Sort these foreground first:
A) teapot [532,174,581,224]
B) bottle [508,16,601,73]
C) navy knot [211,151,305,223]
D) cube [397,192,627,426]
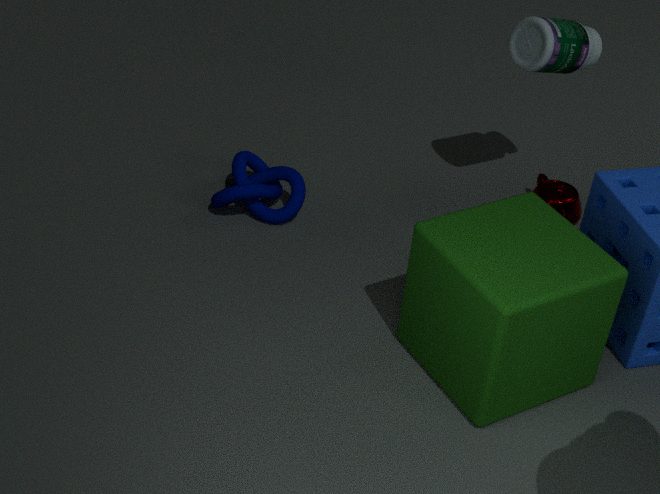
cube [397,192,627,426] < bottle [508,16,601,73] < navy knot [211,151,305,223] < teapot [532,174,581,224]
